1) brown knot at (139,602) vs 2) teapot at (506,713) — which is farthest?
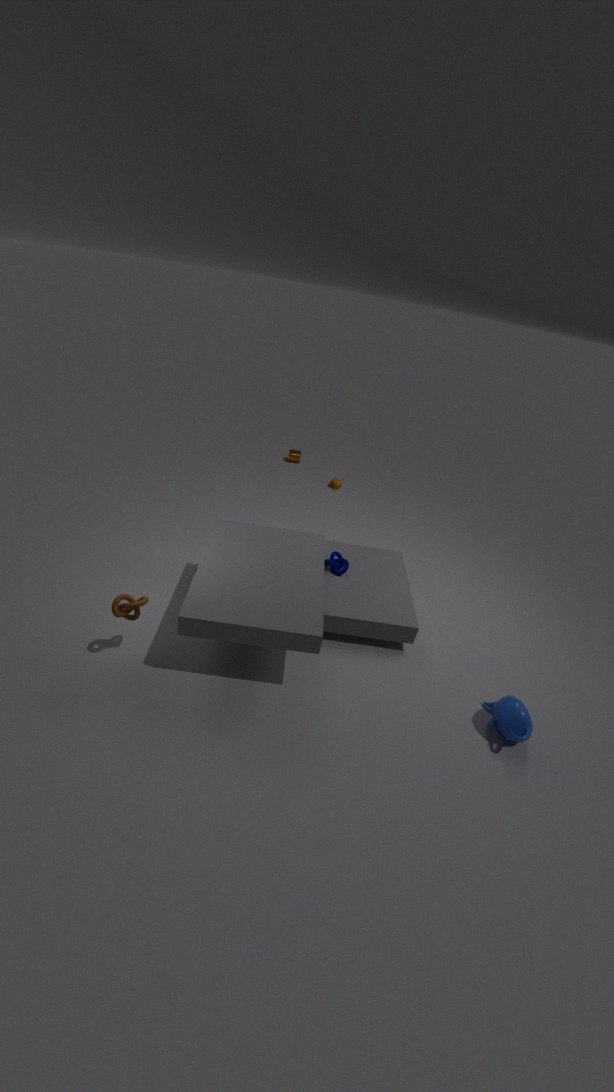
2. teapot at (506,713)
